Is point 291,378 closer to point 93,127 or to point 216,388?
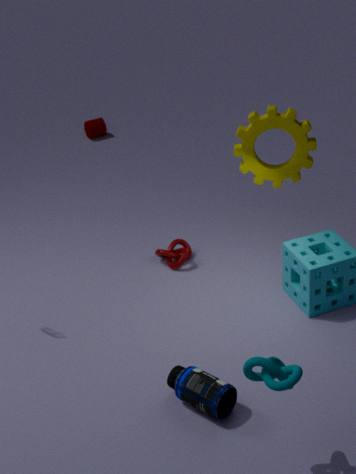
point 216,388
